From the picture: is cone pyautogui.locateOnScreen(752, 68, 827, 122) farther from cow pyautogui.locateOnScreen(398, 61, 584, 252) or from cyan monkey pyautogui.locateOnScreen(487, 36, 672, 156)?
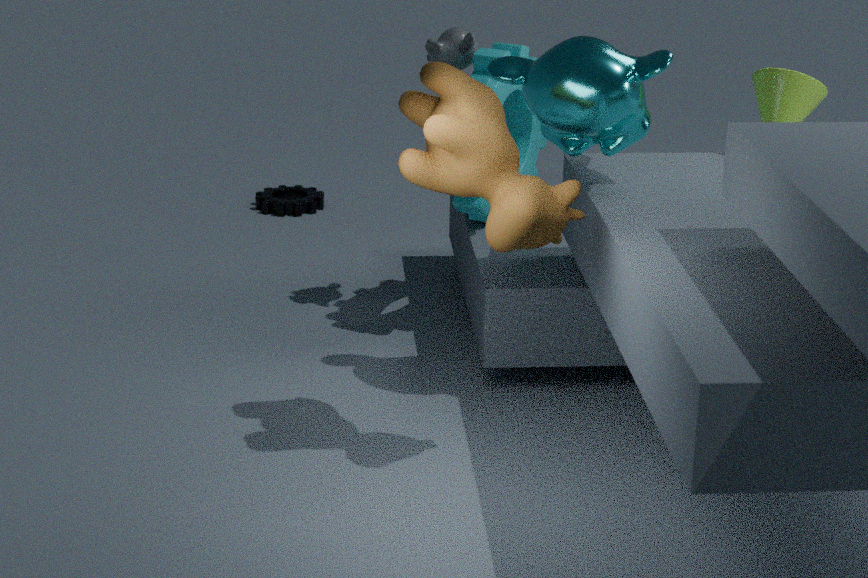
cow pyautogui.locateOnScreen(398, 61, 584, 252)
